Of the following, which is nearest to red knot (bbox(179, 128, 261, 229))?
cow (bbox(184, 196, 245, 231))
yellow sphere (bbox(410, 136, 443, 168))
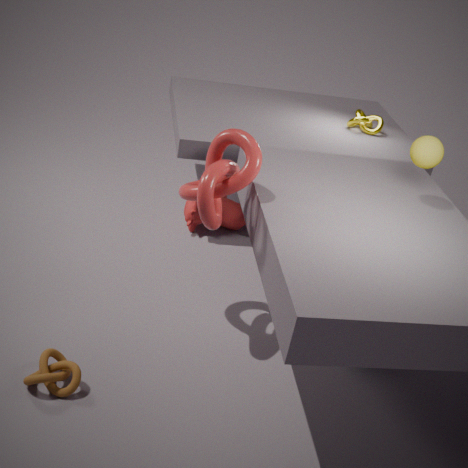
cow (bbox(184, 196, 245, 231))
